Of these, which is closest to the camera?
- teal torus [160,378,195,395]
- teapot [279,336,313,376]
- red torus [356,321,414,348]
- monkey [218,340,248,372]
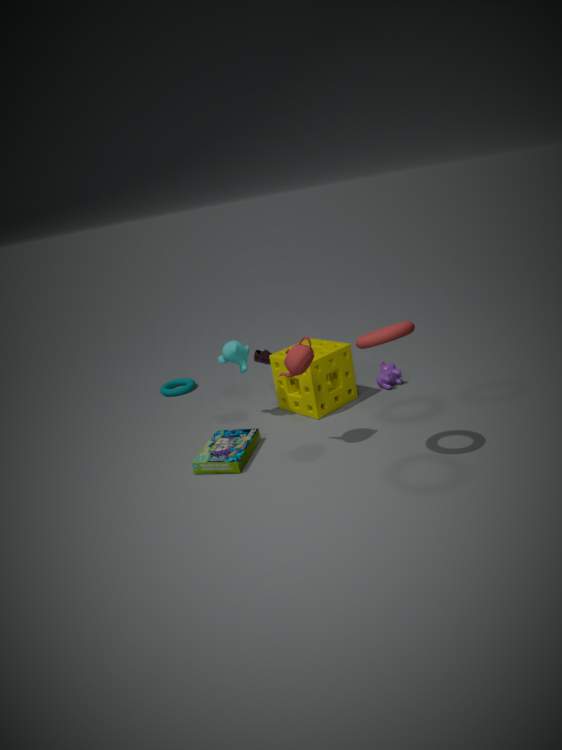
red torus [356,321,414,348]
